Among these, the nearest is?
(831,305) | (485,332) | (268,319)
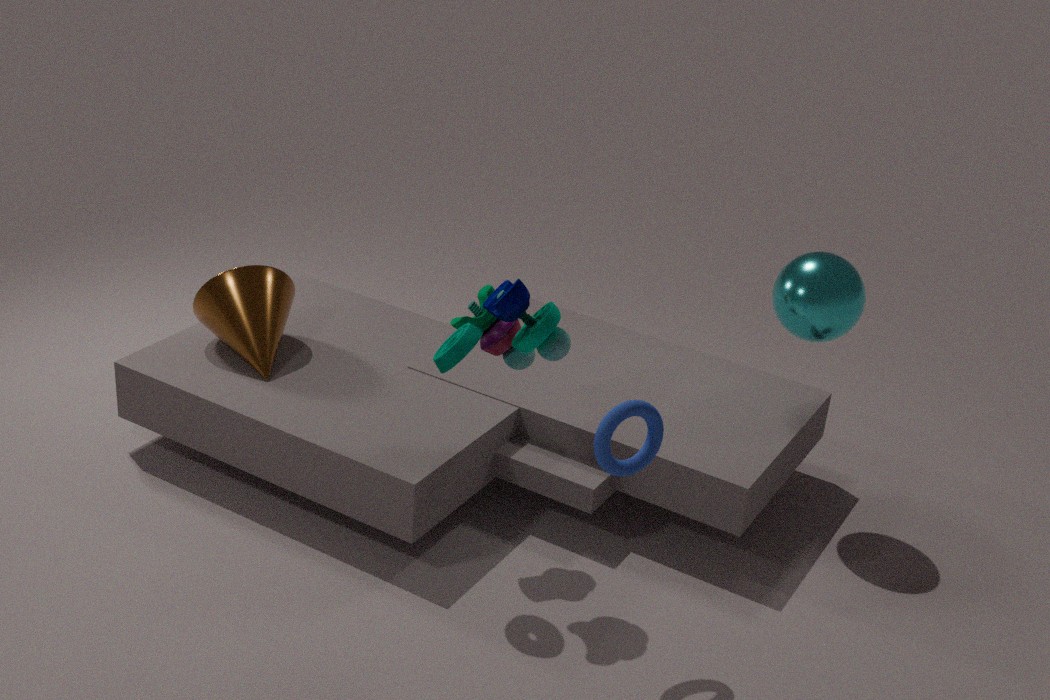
(485,332)
